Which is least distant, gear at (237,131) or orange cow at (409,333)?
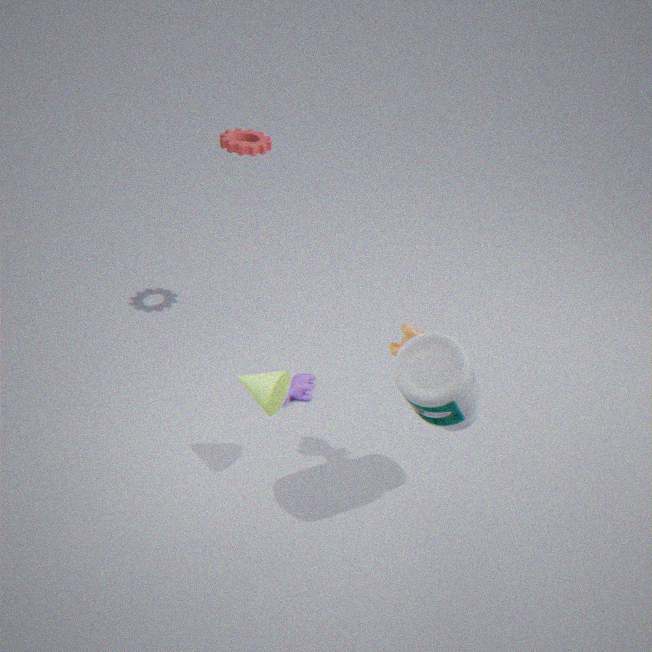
orange cow at (409,333)
